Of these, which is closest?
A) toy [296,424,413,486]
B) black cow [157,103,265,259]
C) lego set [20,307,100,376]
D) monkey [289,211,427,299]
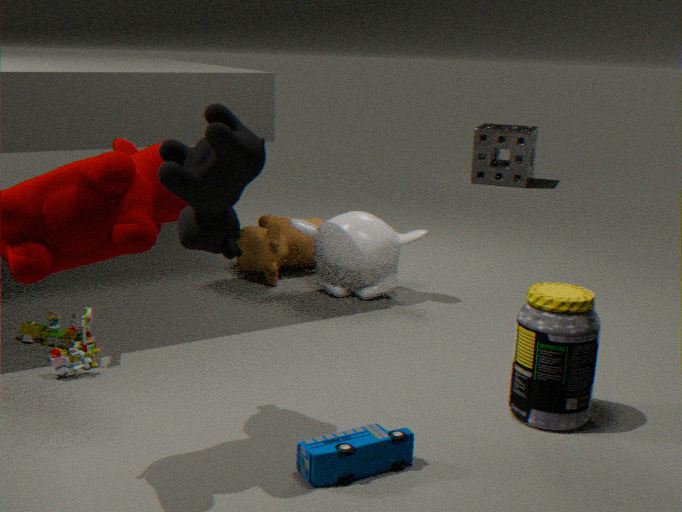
black cow [157,103,265,259]
